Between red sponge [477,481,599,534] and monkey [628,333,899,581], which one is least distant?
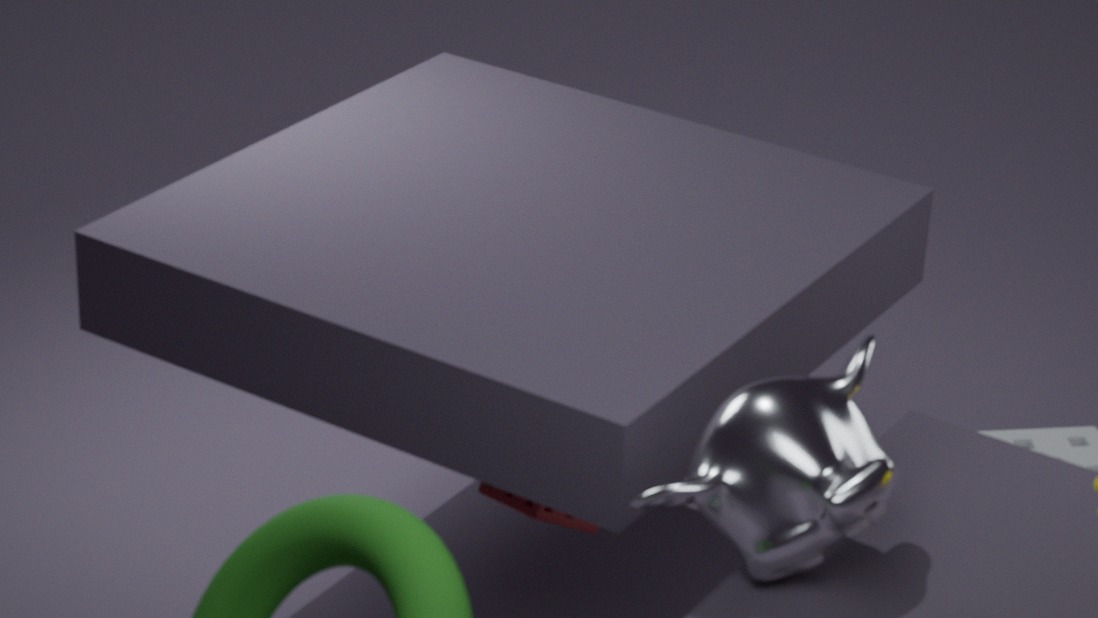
monkey [628,333,899,581]
